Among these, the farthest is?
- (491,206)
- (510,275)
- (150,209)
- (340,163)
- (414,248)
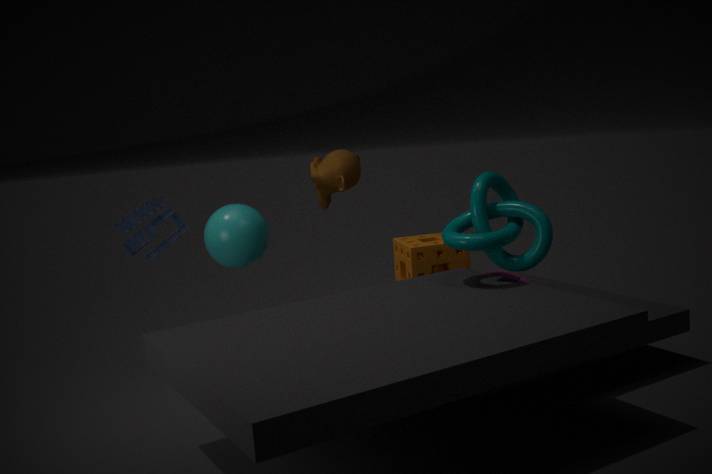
(340,163)
